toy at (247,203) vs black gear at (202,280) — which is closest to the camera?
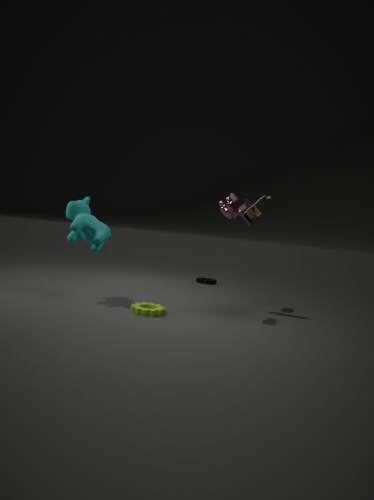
toy at (247,203)
